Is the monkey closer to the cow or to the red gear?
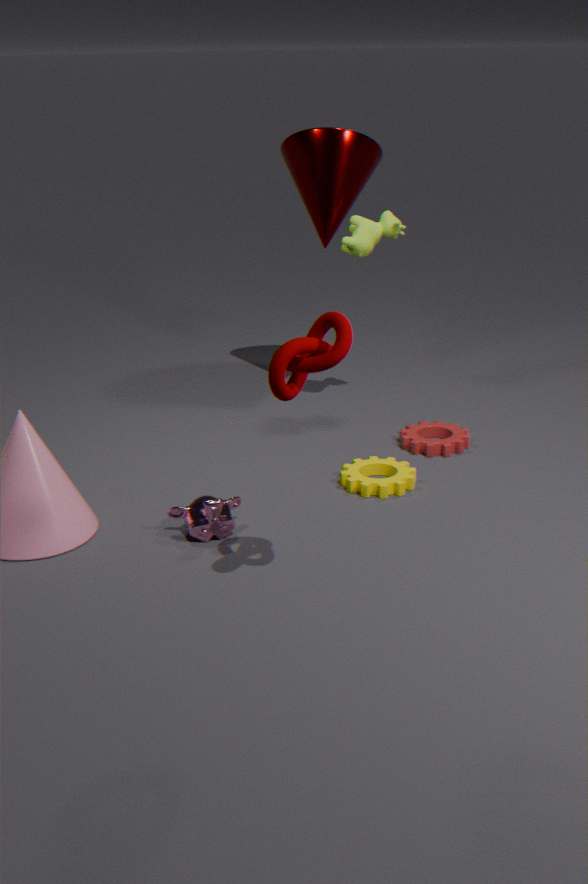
the red gear
